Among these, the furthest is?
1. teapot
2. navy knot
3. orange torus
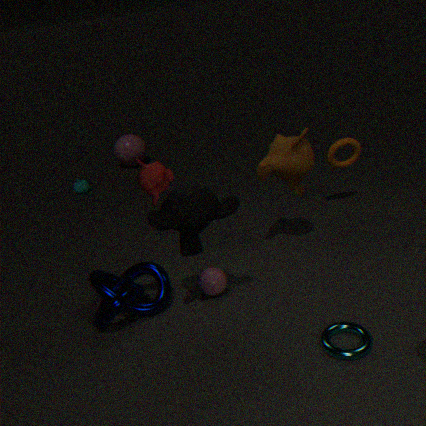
teapot
